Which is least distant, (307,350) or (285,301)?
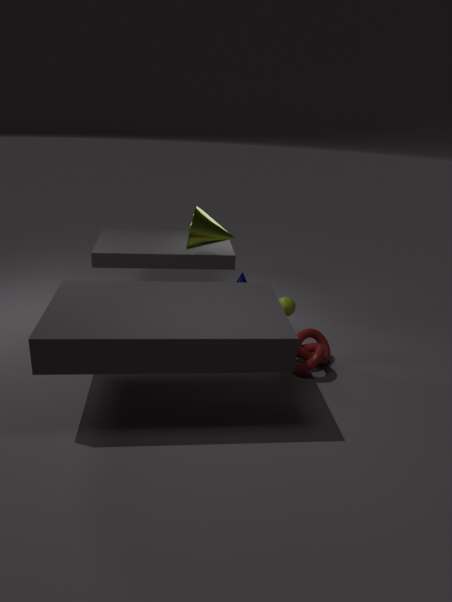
(307,350)
